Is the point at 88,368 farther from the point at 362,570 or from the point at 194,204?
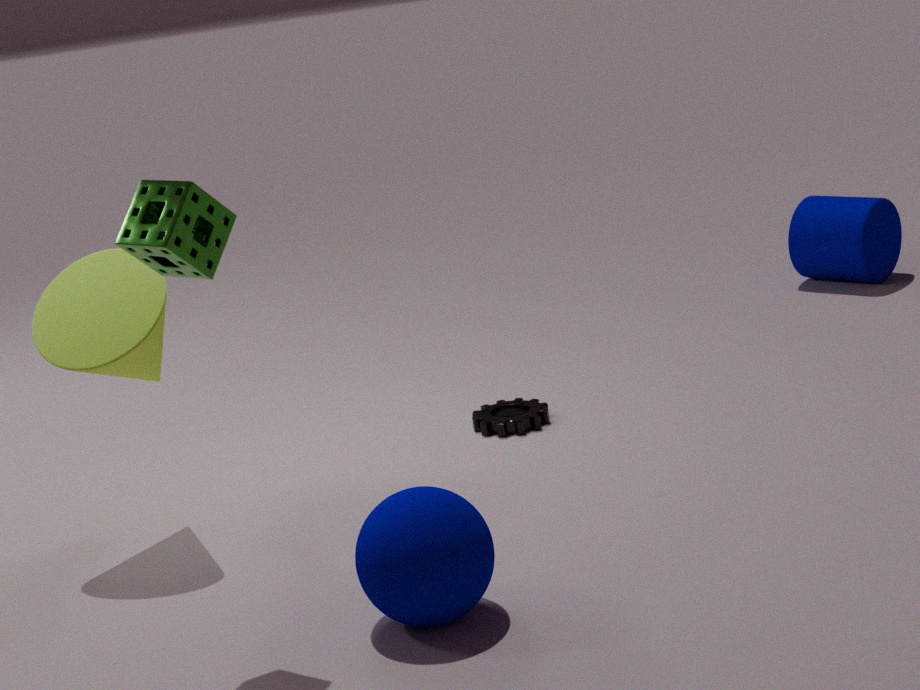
the point at 362,570
